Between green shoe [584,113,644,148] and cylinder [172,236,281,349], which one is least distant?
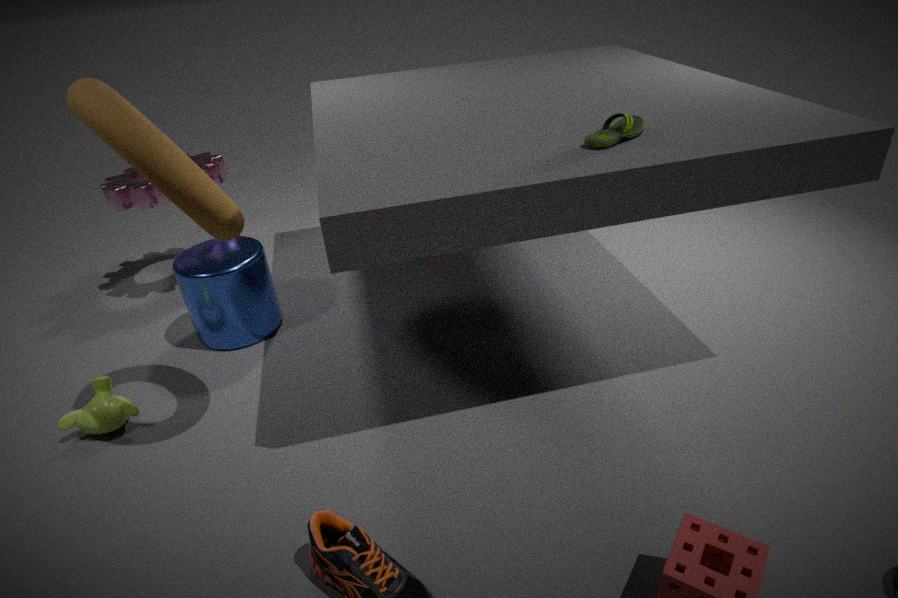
green shoe [584,113,644,148]
